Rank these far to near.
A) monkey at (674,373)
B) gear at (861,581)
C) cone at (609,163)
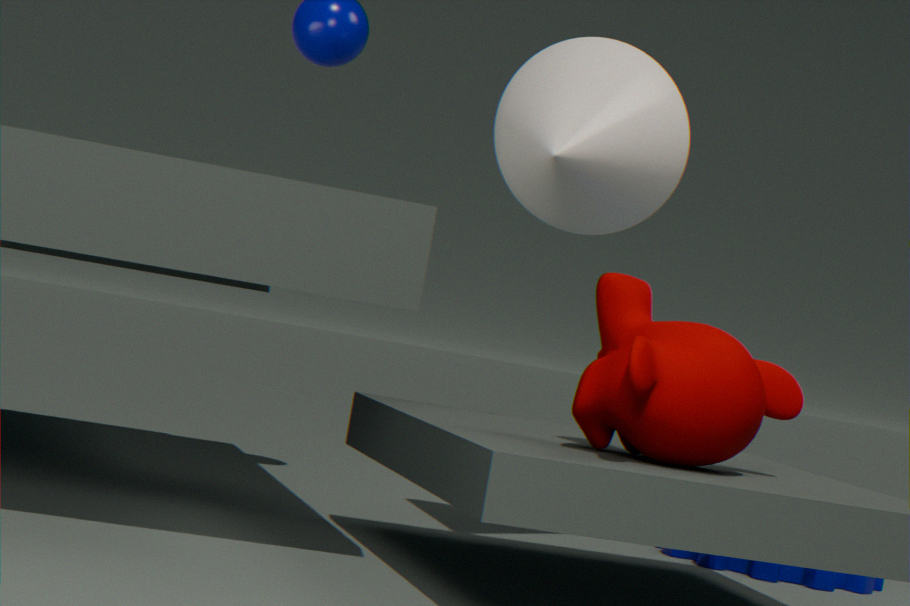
gear at (861,581), cone at (609,163), monkey at (674,373)
